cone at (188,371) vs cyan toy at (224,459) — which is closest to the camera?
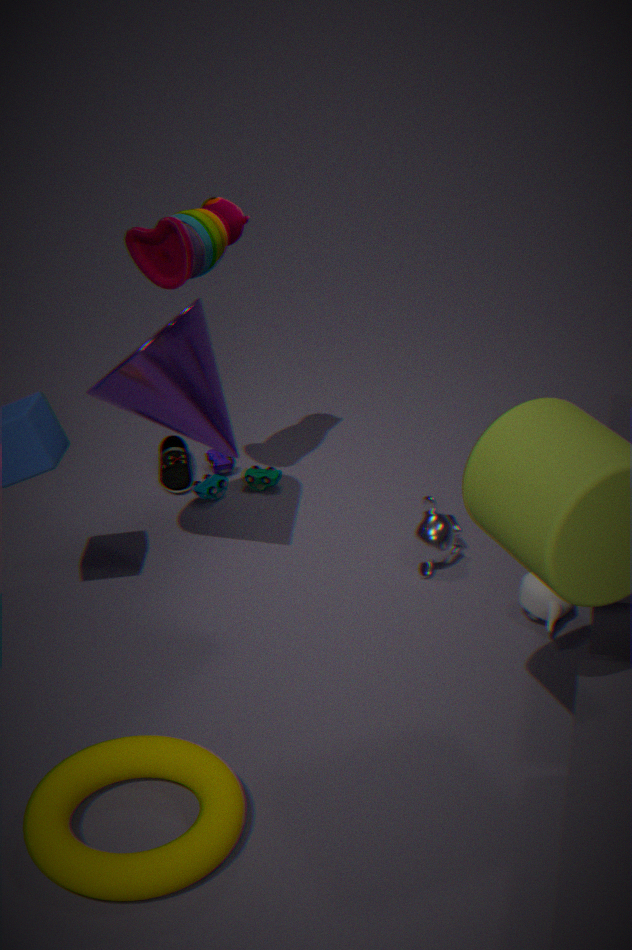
cone at (188,371)
